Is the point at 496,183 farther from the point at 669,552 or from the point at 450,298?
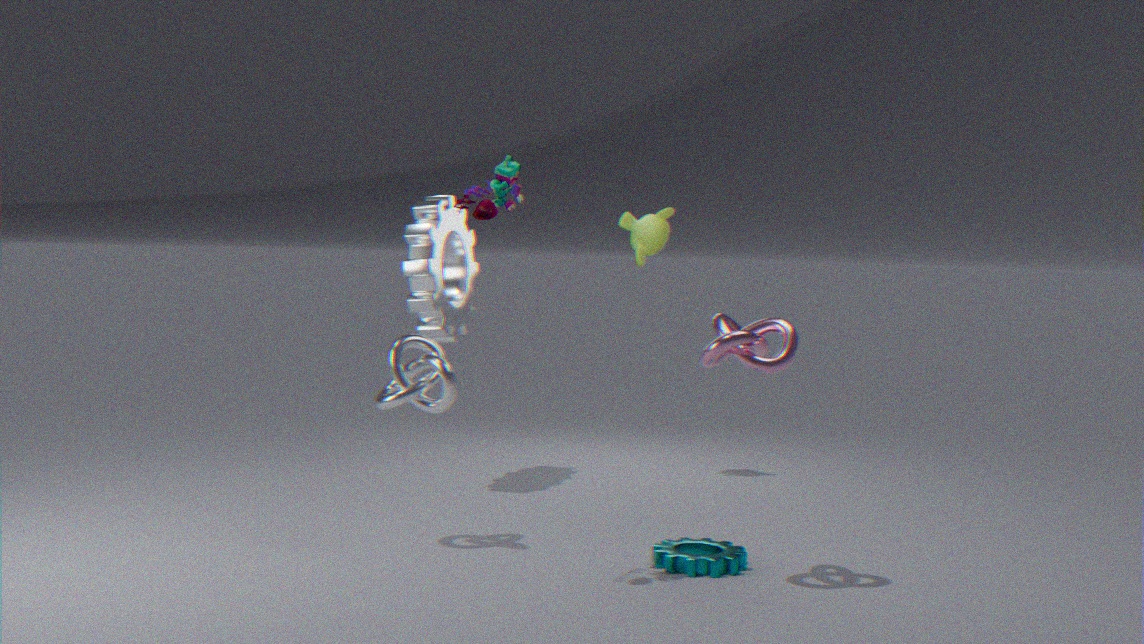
the point at 450,298
